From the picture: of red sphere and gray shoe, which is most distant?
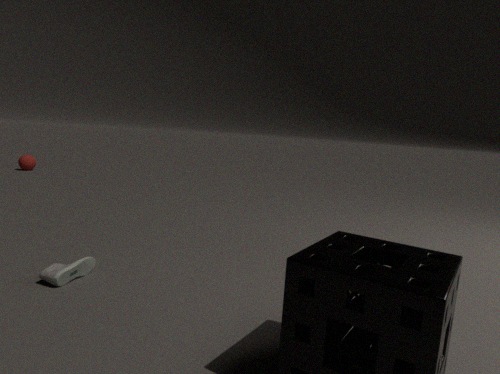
red sphere
